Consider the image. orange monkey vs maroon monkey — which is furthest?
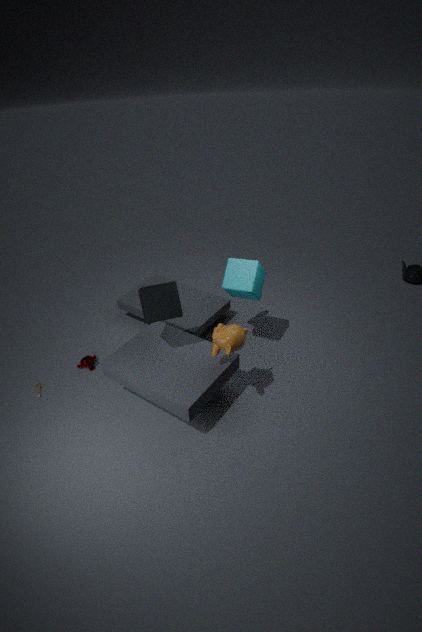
maroon monkey
